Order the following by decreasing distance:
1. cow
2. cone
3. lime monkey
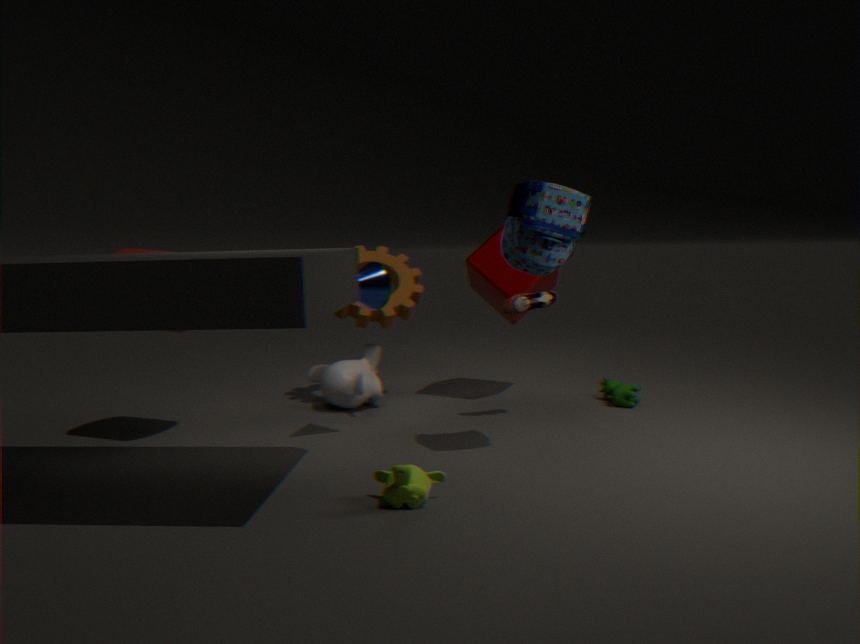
1. cow
2. cone
3. lime monkey
